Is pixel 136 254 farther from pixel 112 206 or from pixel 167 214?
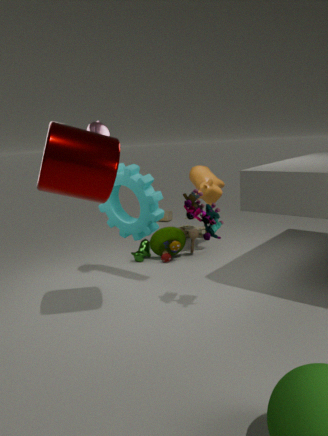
pixel 167 214
